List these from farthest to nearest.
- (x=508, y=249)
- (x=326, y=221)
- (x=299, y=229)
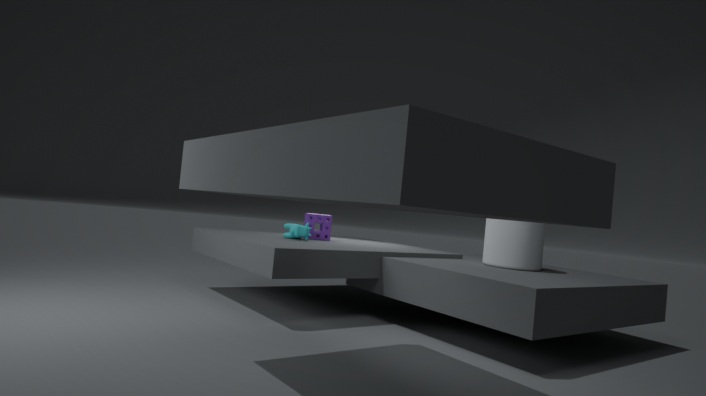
1. (x=326, y=221)
2. (x=299, y=229)
3. (x=508, y=249)
